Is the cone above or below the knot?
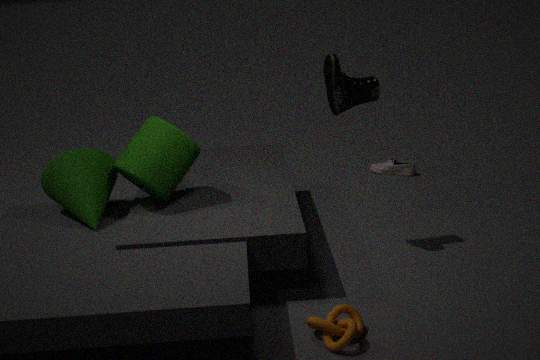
above
